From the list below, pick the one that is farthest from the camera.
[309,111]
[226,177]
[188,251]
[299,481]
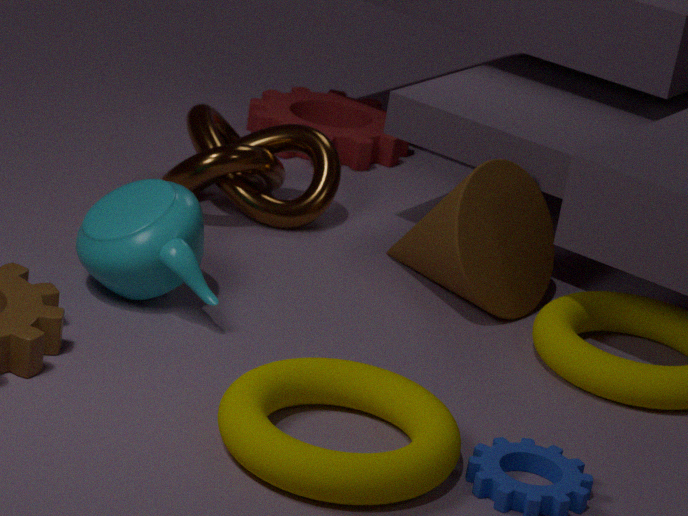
[309,111]
